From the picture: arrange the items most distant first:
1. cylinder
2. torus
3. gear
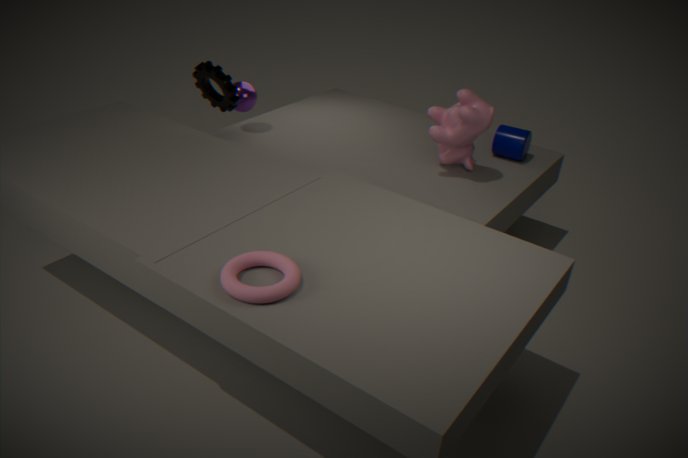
cylinder → gear → torus
